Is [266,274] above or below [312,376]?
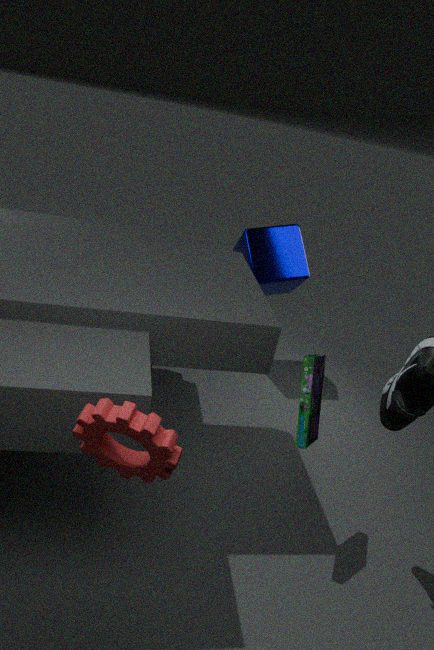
above
